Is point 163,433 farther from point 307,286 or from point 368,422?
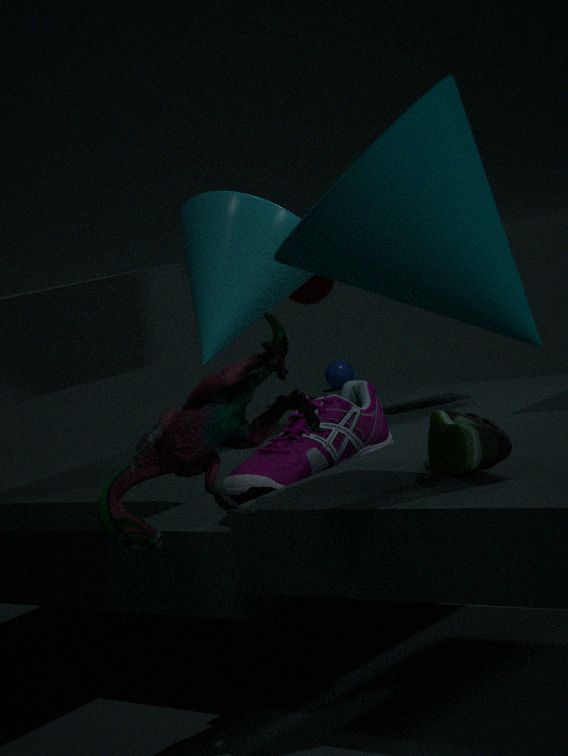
point 307,286
